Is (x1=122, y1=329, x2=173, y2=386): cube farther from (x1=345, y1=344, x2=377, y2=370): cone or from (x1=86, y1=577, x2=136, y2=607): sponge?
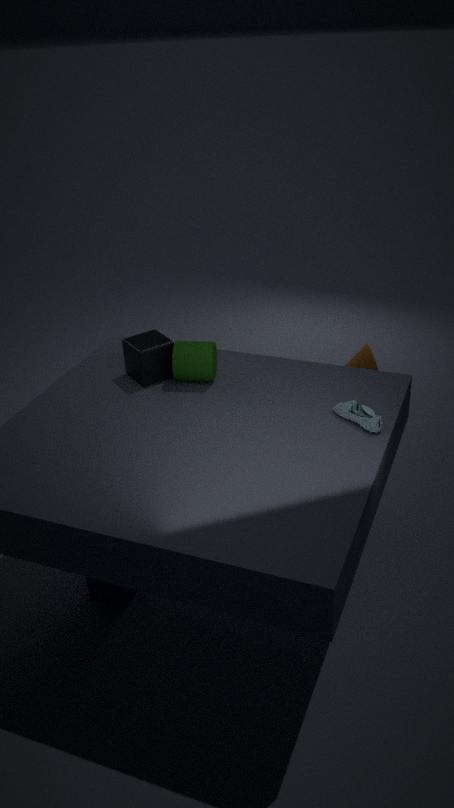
(x1=345, y1=344, x2=377, y2=370): cone
